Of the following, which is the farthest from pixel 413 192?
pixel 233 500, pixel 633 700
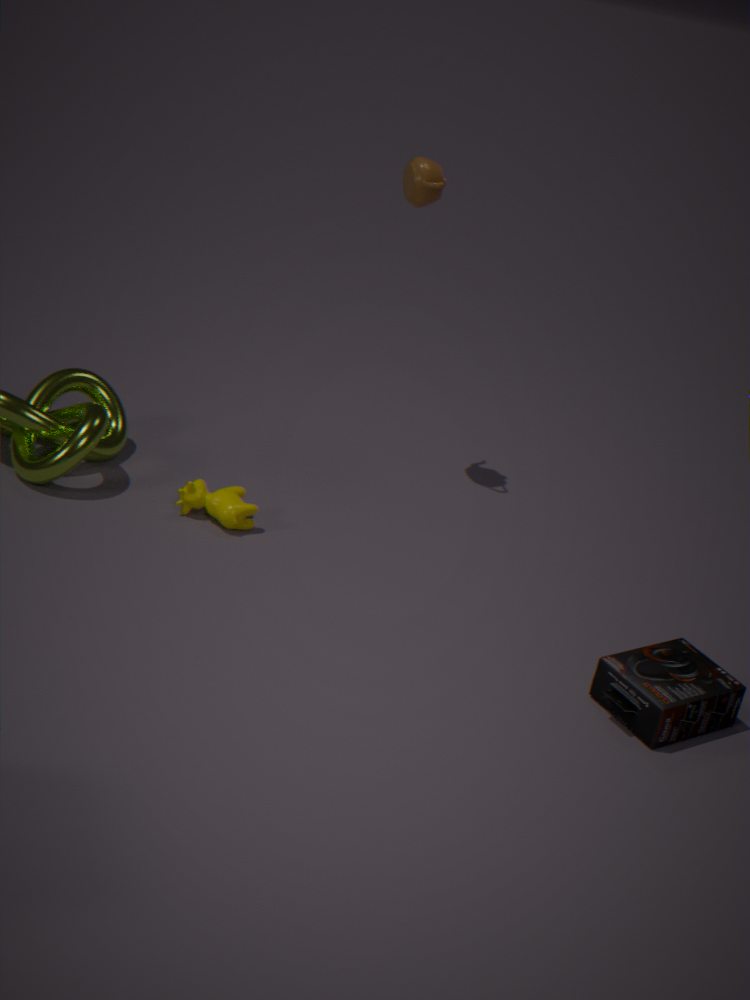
pixel 633 700
